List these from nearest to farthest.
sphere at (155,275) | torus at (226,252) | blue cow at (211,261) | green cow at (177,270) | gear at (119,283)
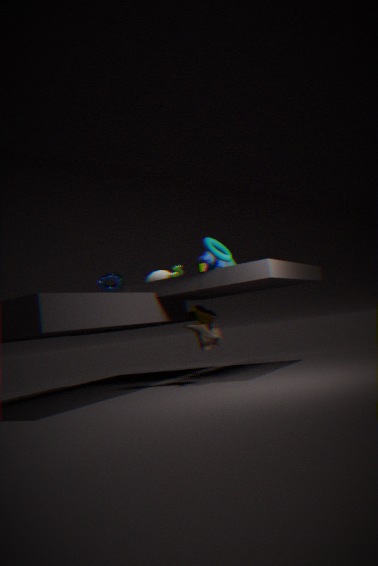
torus at (226,252) → blue cow at (211,261) → green cow at (177,270) → sphere at (155,275) → gear at (119,283)
